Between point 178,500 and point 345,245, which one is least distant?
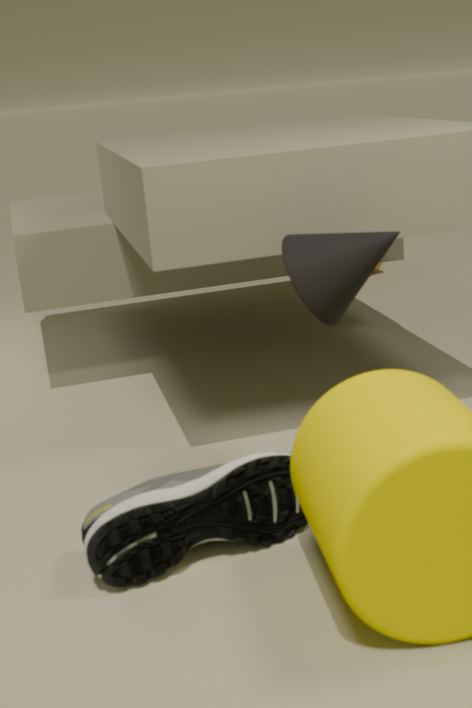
point 178,500
